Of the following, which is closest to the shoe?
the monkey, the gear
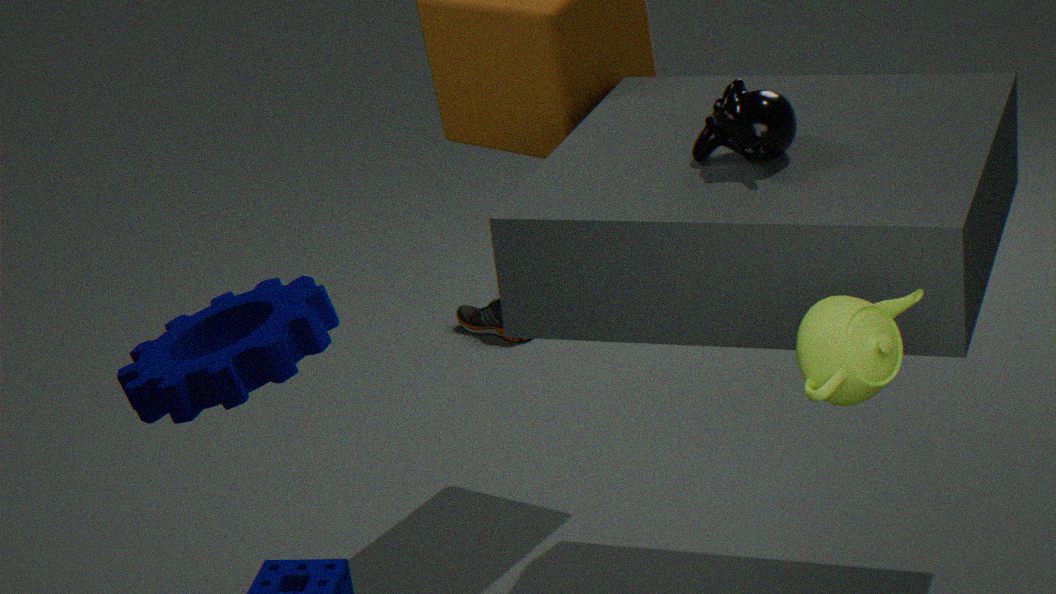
the monkey
